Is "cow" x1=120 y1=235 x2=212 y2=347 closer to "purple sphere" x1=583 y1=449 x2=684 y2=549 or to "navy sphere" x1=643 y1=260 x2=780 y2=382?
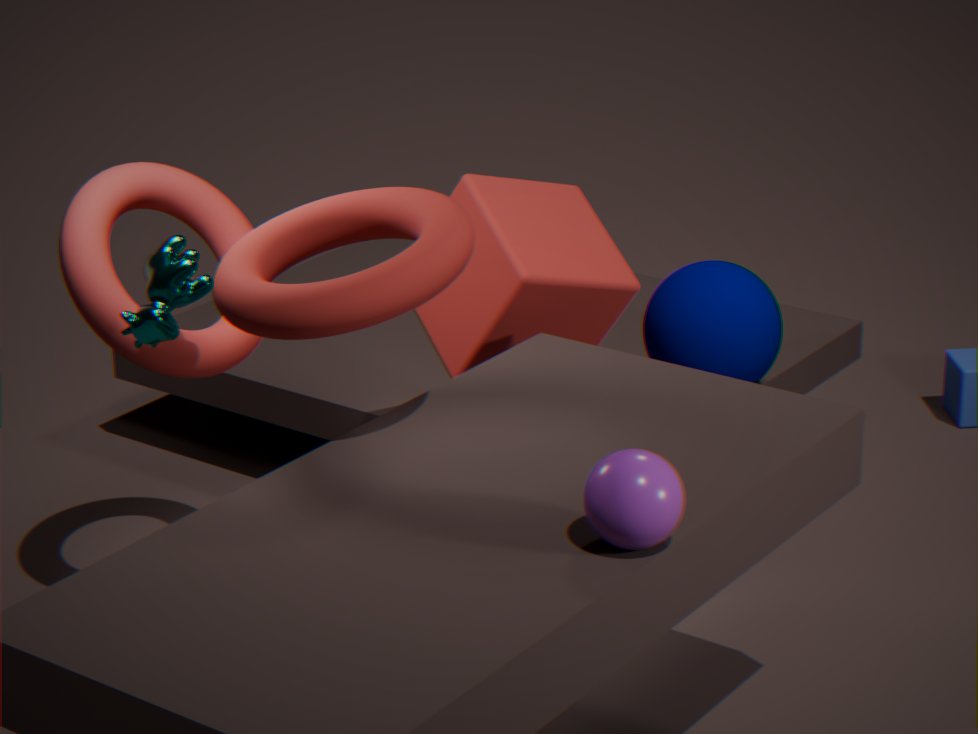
"purple sphere" x1=583 y1=449 x2=684 y2=549
